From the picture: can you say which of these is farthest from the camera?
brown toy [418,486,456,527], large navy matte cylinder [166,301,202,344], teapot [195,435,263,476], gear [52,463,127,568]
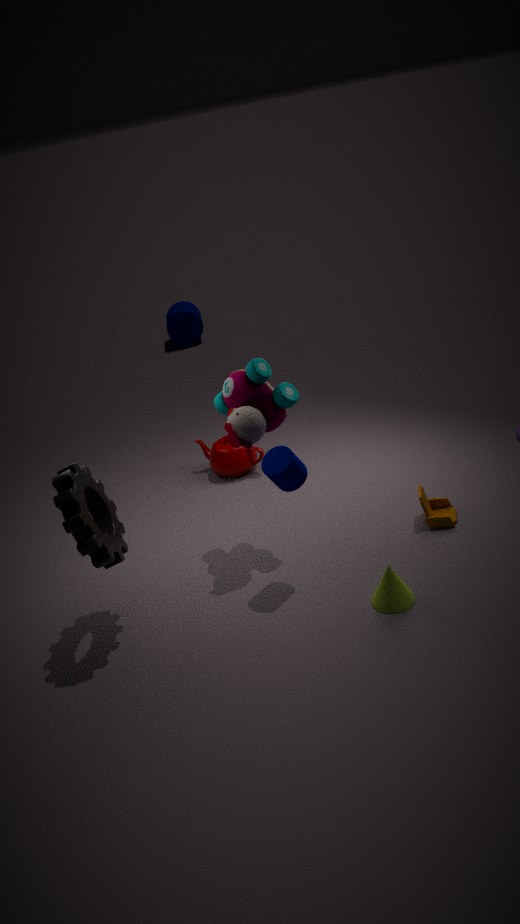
large navy matte cylinder [166,301,202,344]
